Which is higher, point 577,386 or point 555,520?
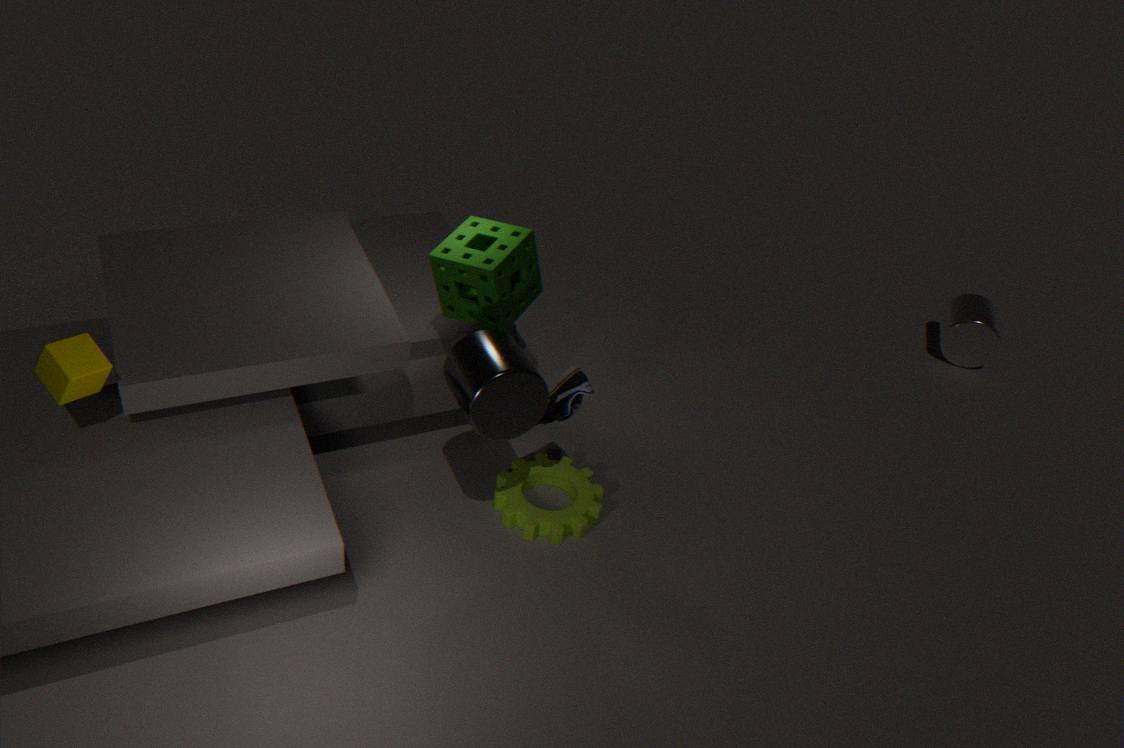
point 577,386
